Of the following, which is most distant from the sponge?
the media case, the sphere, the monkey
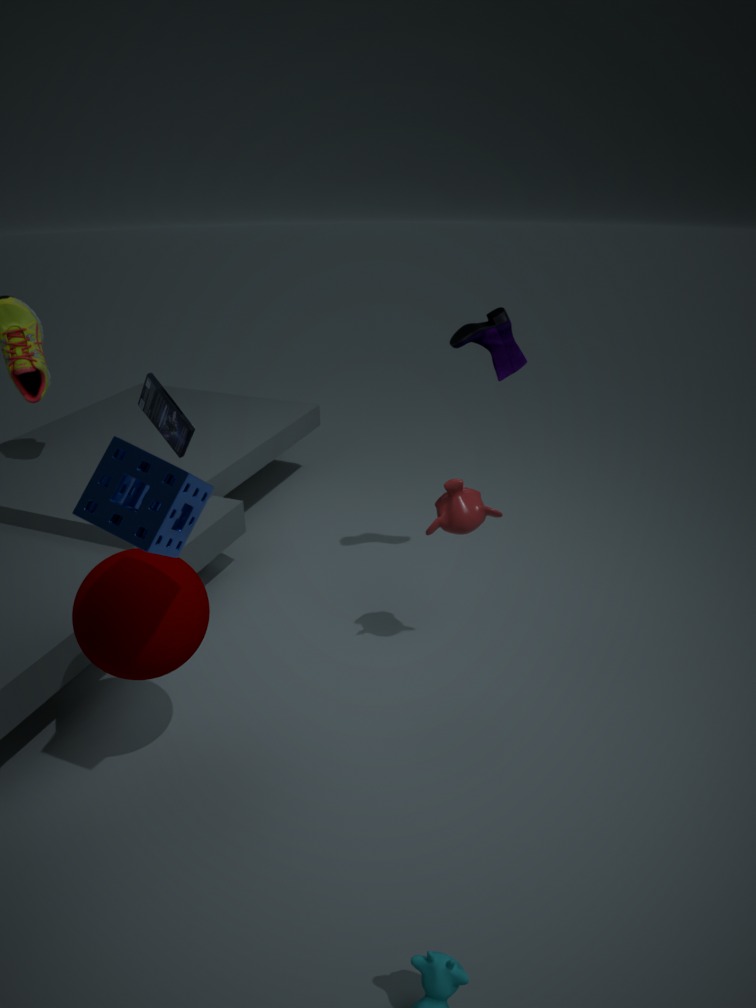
the monkey
